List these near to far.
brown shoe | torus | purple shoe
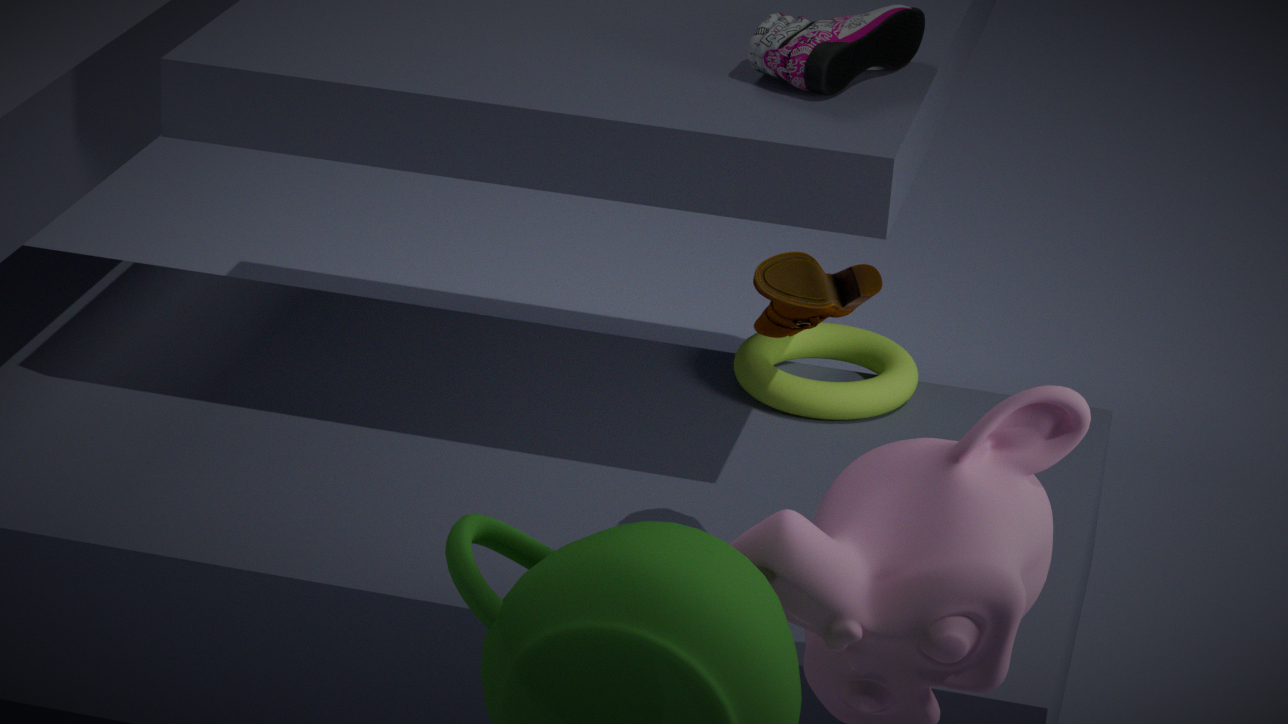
brown shoe
purple shoe
torus
